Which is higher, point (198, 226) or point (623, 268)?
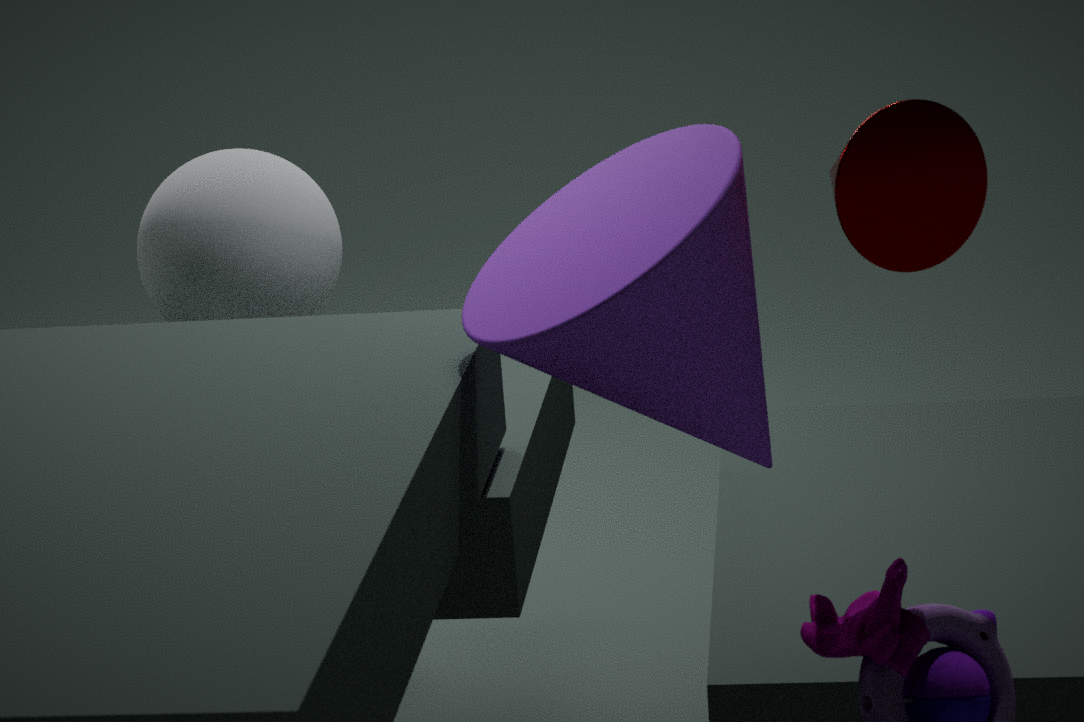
point (623, 268)
